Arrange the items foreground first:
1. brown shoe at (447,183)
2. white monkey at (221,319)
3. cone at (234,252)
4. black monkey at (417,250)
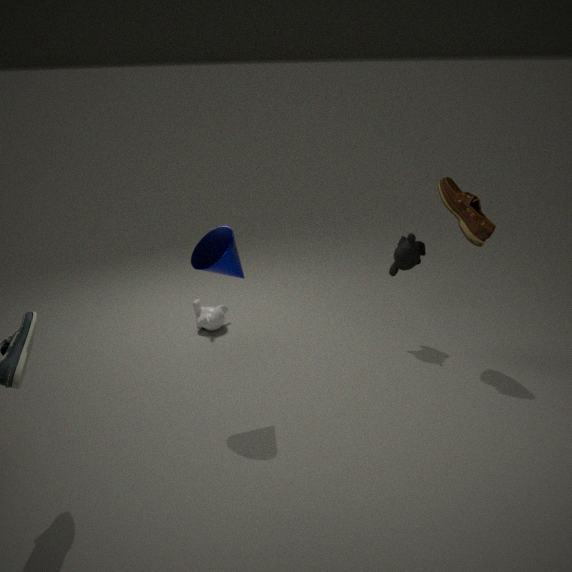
cone at (234,252) < brown shoe at (447,183) < black monkey at (417,250) < white monkey at (221,319)
